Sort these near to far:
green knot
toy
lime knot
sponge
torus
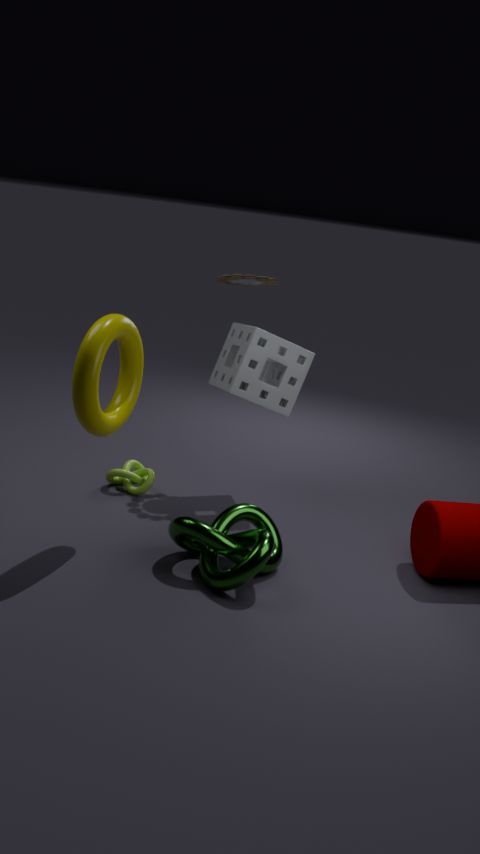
torus → green knot → sponge → toy → lime knot
